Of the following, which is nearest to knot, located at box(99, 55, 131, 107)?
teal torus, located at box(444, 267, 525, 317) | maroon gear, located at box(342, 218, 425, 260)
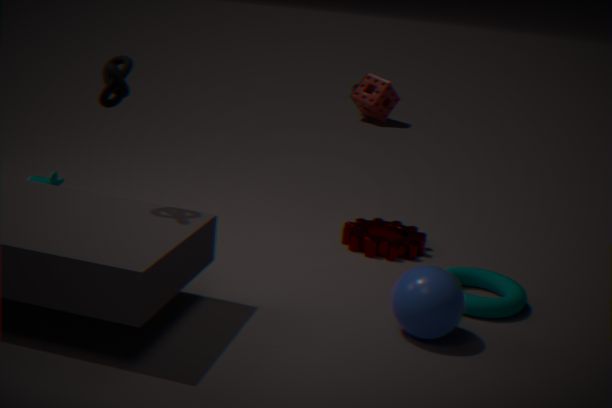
maroon gear, located at box(342, 218, 425, 260)
